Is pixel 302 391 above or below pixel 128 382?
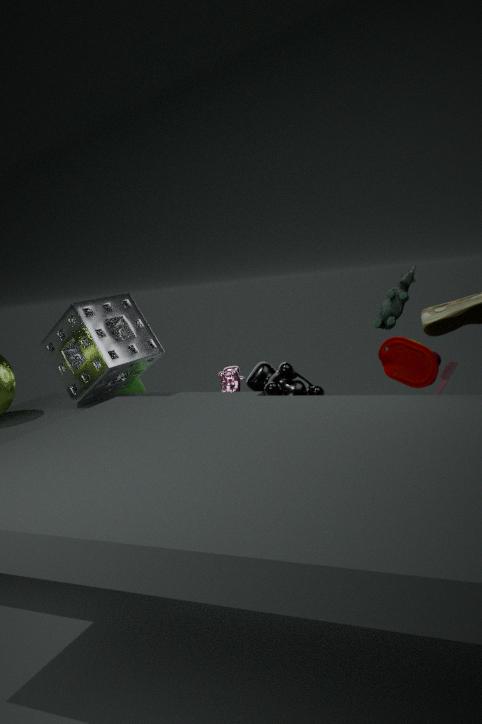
below
